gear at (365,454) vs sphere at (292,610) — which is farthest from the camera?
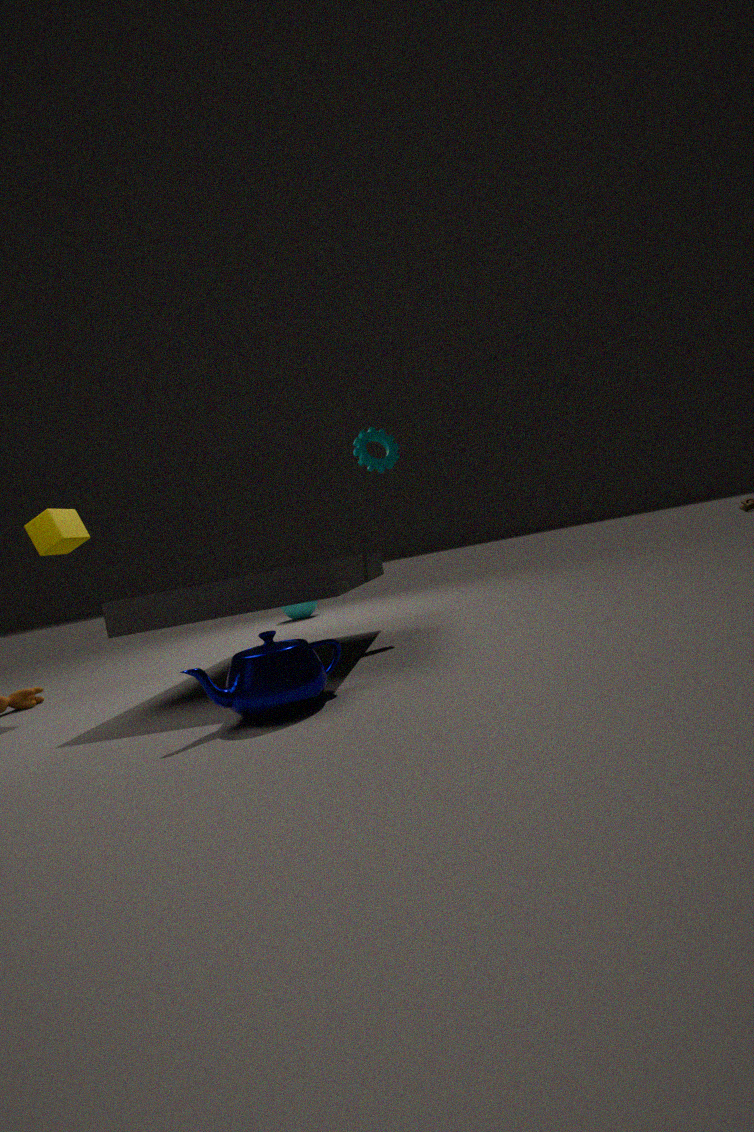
sphere at (292,610)
